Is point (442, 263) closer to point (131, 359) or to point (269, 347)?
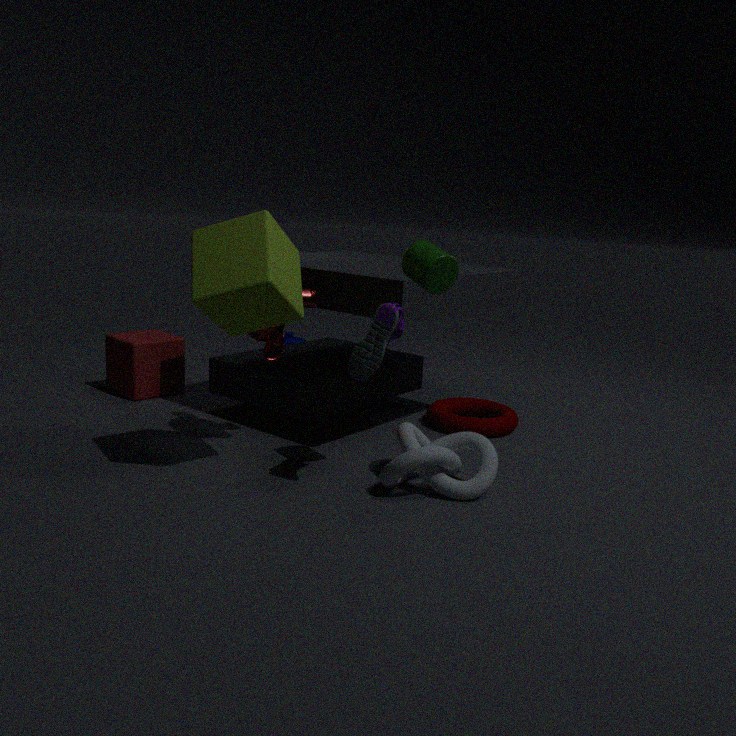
point (269, 347)
